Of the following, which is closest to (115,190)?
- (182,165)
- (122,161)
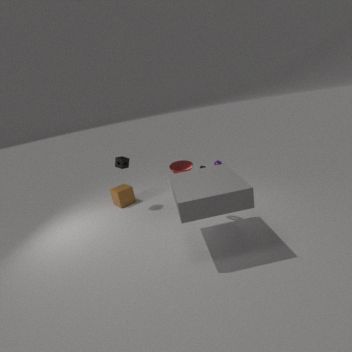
(122,161)
